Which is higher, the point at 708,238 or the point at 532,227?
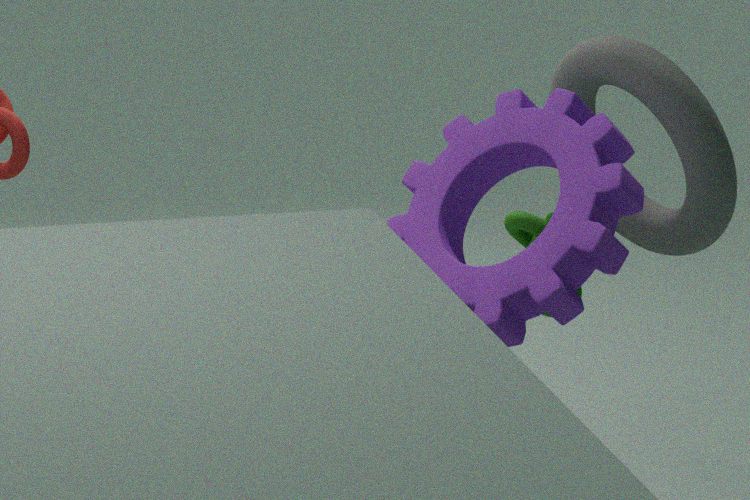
the point at 708,238
